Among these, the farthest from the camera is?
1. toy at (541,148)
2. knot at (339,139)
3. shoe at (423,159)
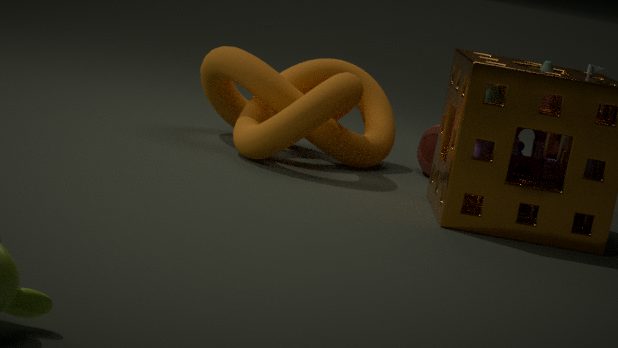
shoe at (423,159)
